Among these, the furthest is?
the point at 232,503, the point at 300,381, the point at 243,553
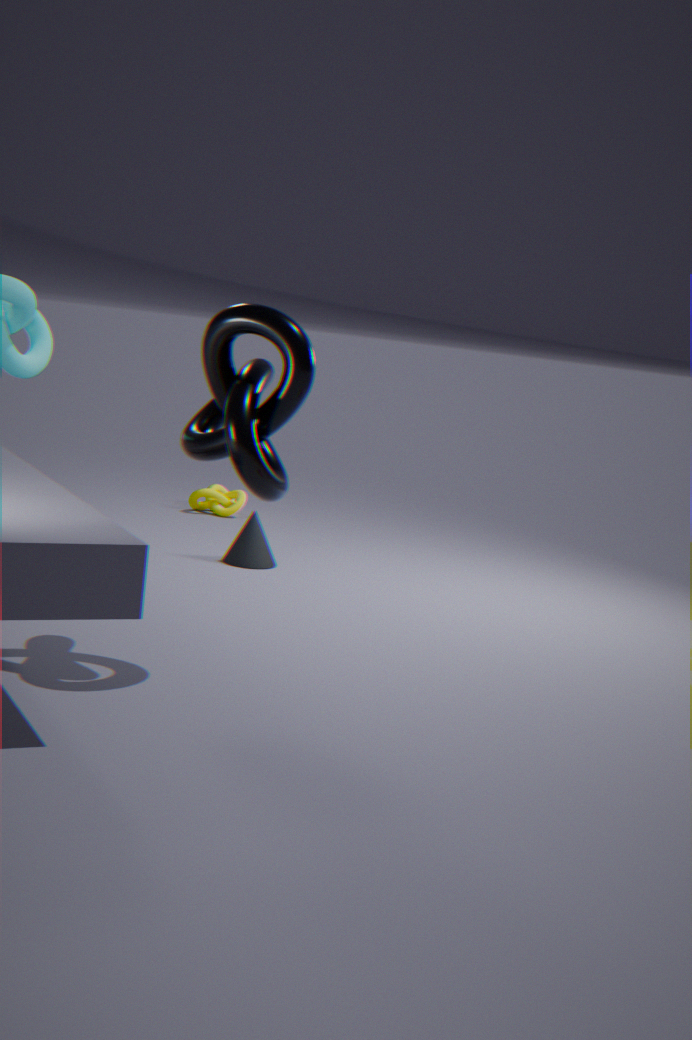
the point at 232,503
